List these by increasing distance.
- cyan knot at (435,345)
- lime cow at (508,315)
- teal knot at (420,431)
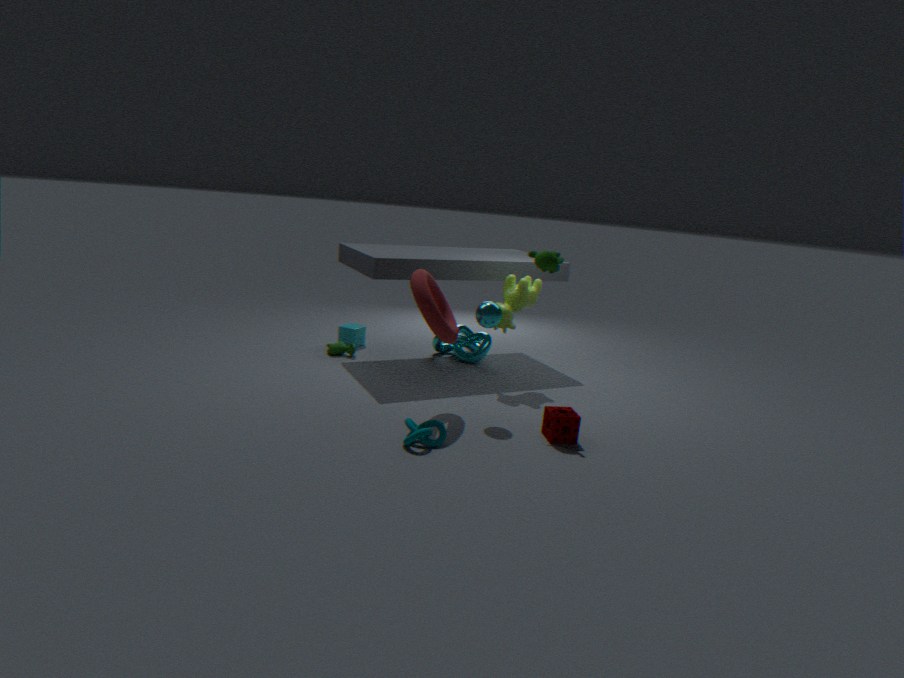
teal knot at (420,431), lime cow at (508,315), cyan knot at (435,345)
